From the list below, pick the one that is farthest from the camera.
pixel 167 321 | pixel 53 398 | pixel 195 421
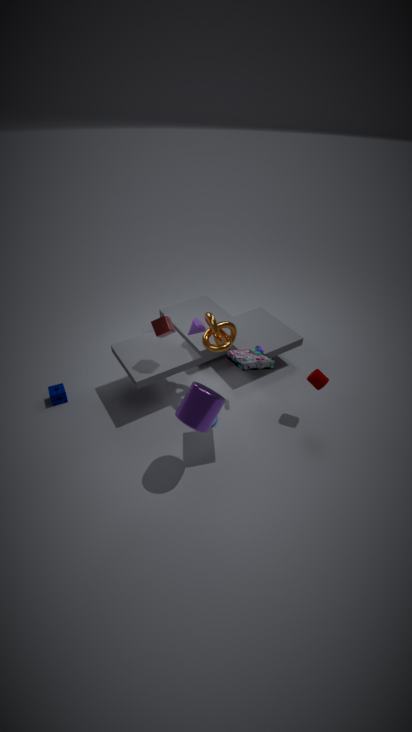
pixel 53 398
